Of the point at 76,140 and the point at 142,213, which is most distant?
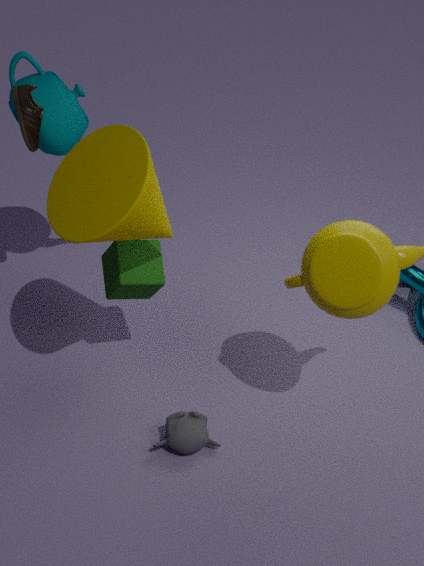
the point at 76,140
